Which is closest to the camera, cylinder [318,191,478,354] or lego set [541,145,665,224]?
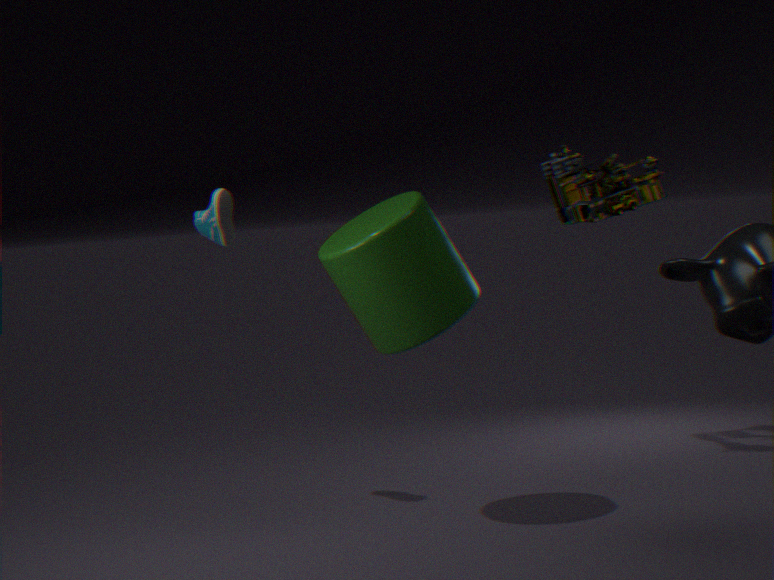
cylinder [318,191,478,354]
